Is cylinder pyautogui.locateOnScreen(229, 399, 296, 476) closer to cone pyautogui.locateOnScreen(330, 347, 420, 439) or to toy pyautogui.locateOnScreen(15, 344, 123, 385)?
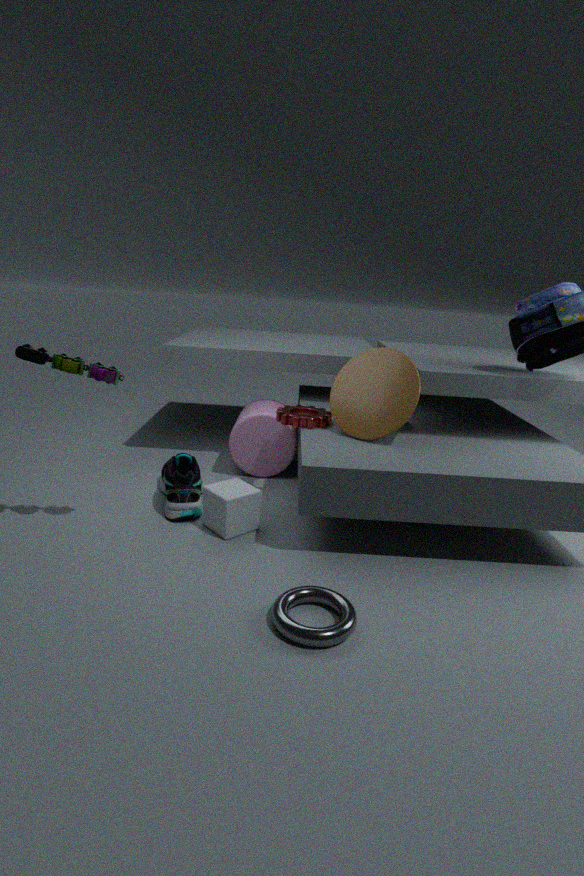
cone pyautogui.locateOnScreen(330, 347, 420, 439)
